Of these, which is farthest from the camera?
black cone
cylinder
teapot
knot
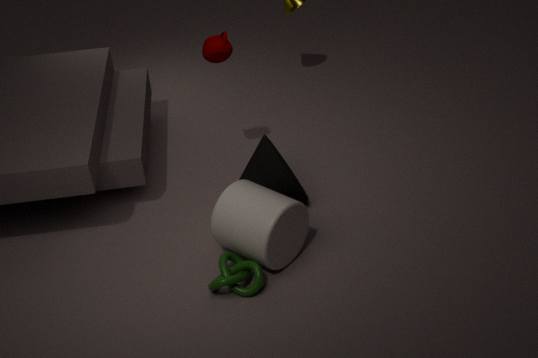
teapot
